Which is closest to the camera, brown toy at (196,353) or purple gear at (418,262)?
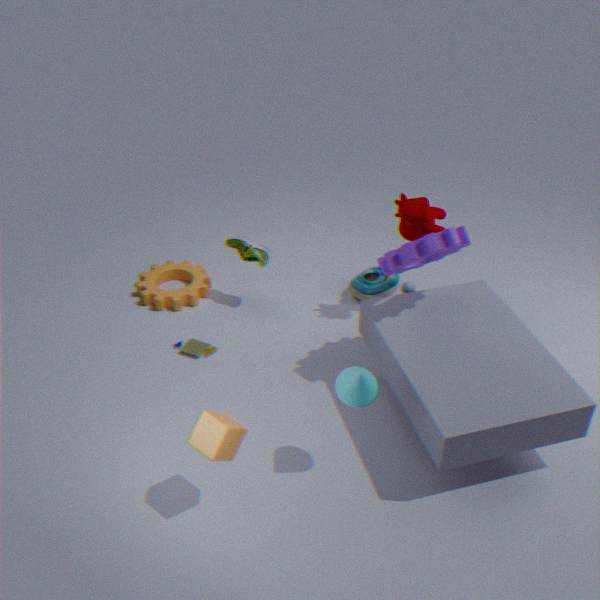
purple gear at (418,262)
